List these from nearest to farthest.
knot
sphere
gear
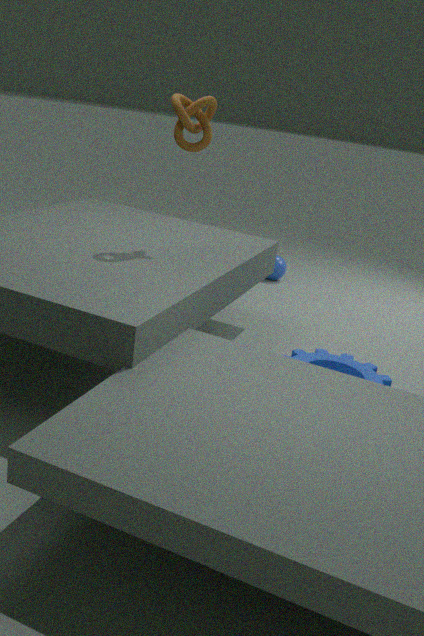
knot < gear < sphere
